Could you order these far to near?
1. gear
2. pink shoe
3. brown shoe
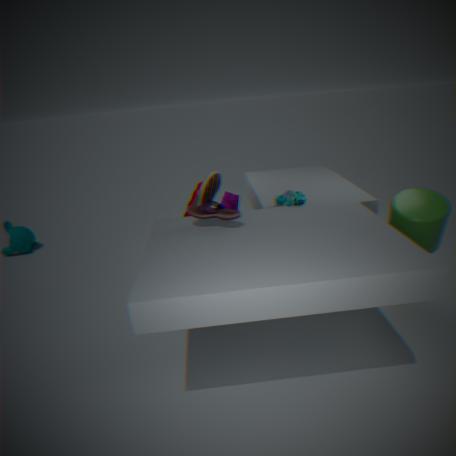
gear → brown shoe → pink shoe
